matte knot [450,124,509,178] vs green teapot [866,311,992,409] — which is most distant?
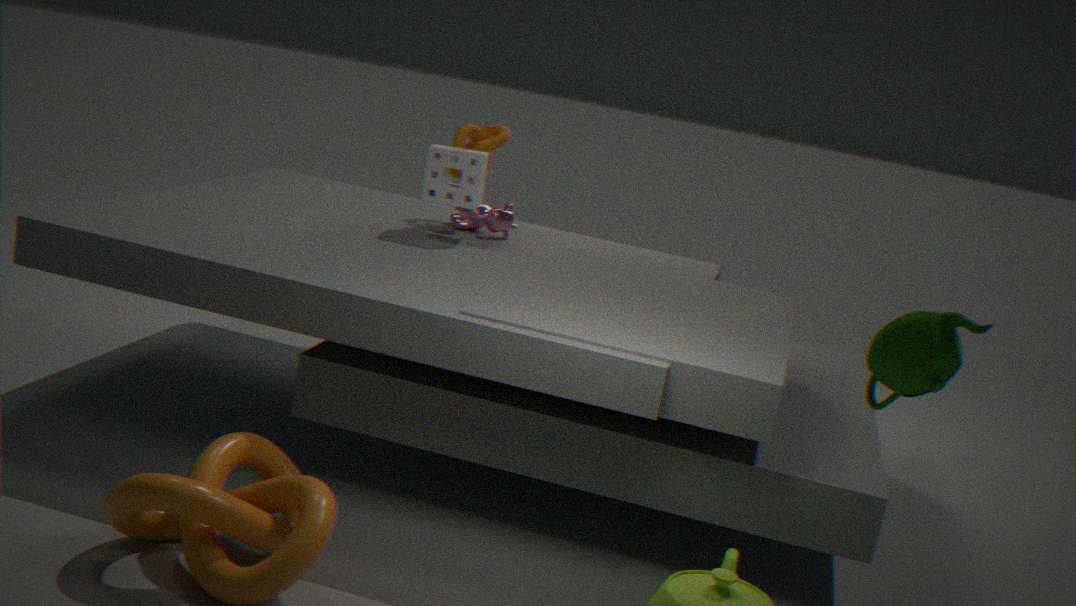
matte knot [450,124,509,178]
